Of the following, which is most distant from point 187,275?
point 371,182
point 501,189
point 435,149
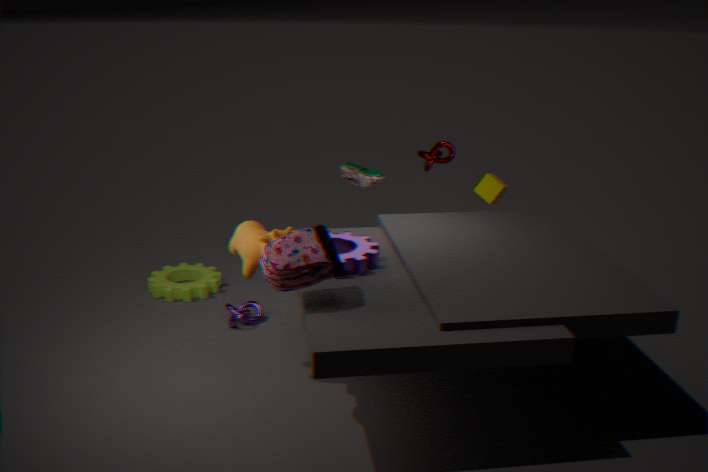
point 501,189
